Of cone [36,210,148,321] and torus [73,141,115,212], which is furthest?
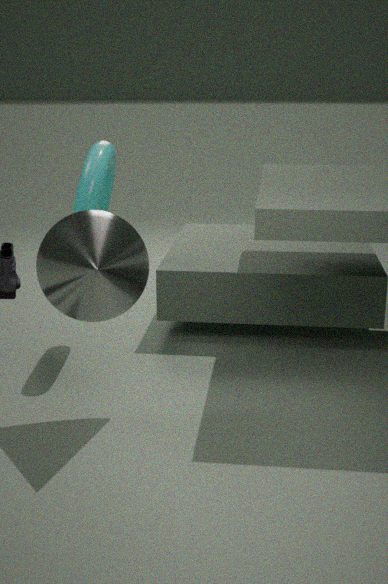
torus [73,141,115,212]
